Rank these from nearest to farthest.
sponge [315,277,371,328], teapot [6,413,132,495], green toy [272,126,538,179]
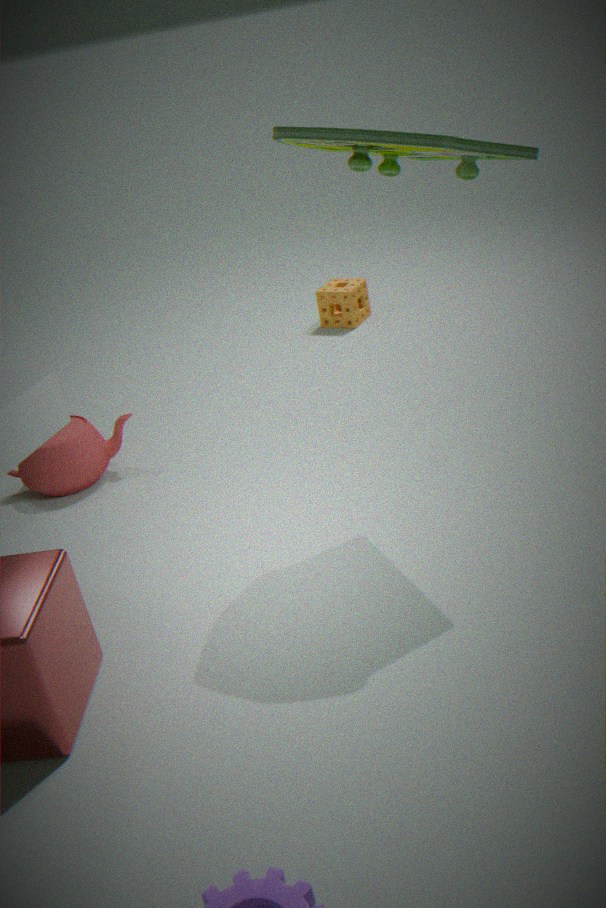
green toy [272,126,538,179], teapot [6,413,132,495], sponge [315,277,371,328]
